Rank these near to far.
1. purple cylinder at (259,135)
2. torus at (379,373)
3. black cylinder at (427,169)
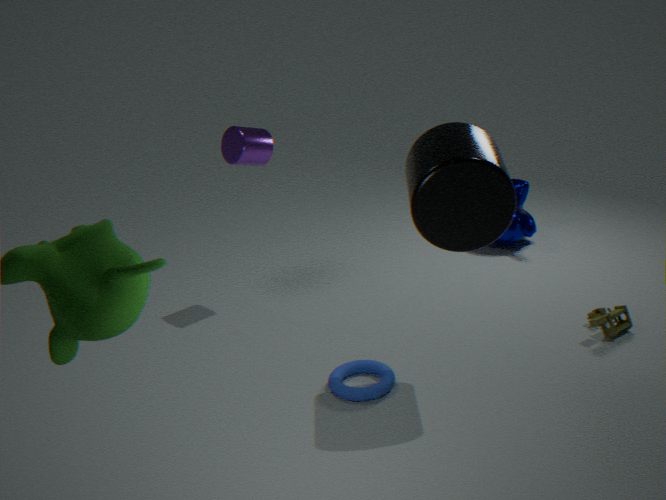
black cylinder at (427,169) < torus at (379,373) < purple cylinder at (259,135)
